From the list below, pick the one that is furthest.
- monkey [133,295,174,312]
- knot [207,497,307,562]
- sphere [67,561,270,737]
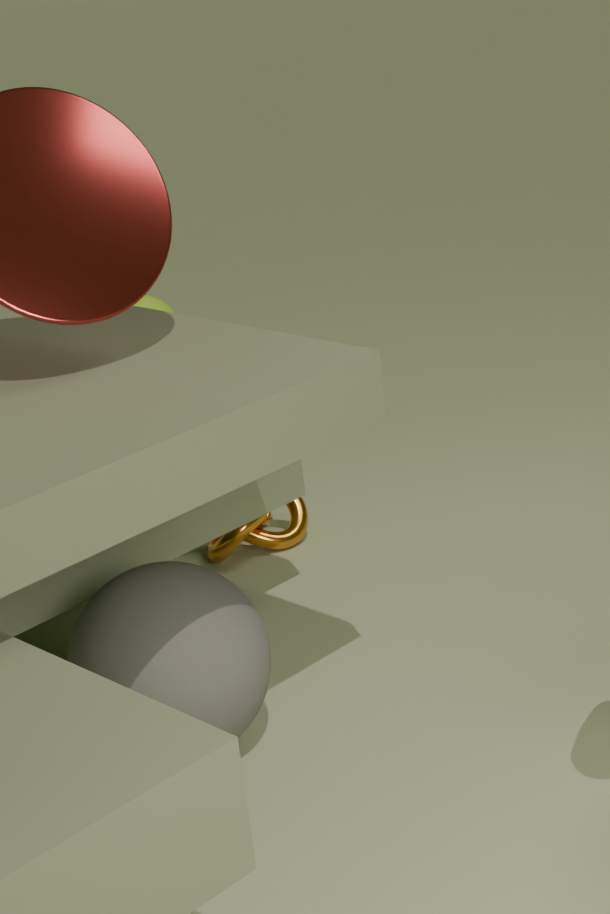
monkey [133,295,174,312]
